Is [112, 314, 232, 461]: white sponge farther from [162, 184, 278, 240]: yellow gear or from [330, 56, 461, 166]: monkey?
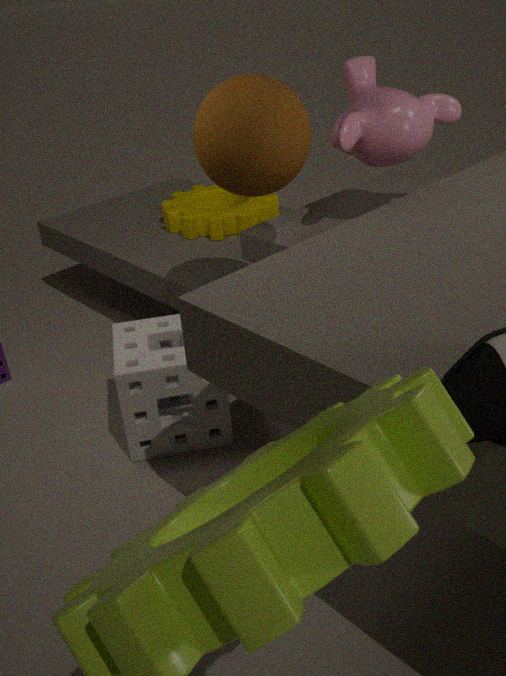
[330, 56, 461, 166]: monkey
